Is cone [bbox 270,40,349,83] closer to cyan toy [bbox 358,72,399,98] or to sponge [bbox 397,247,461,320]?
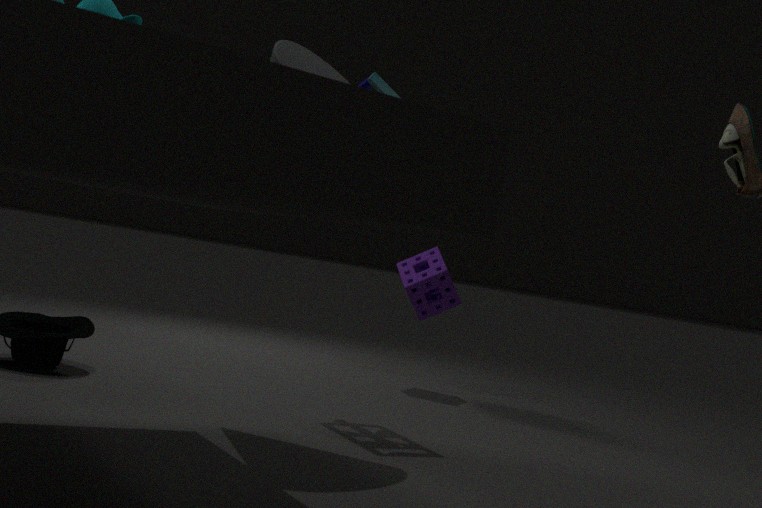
cyan toy [bbox 358,72,399,98]
